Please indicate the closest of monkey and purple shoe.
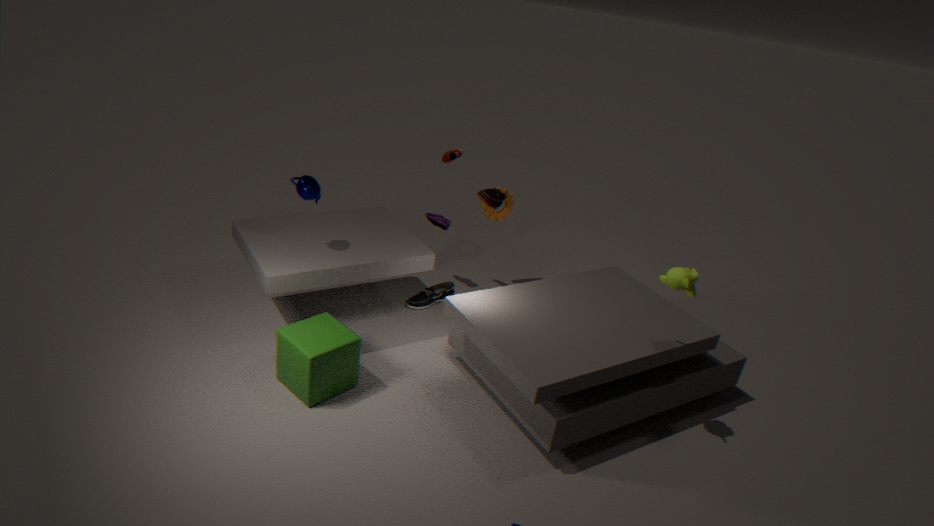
monkey
